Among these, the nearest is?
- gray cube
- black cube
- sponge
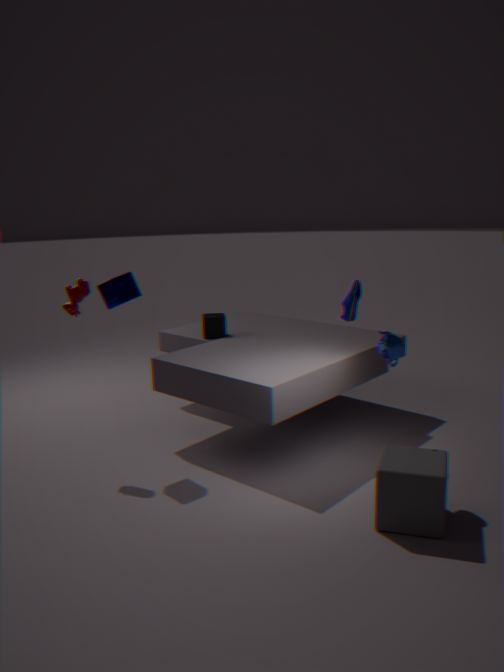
gray cube
